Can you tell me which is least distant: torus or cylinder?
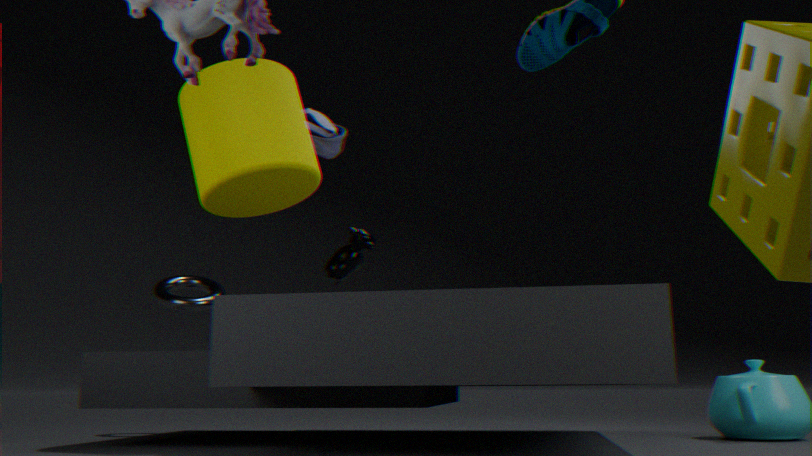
cylinder
